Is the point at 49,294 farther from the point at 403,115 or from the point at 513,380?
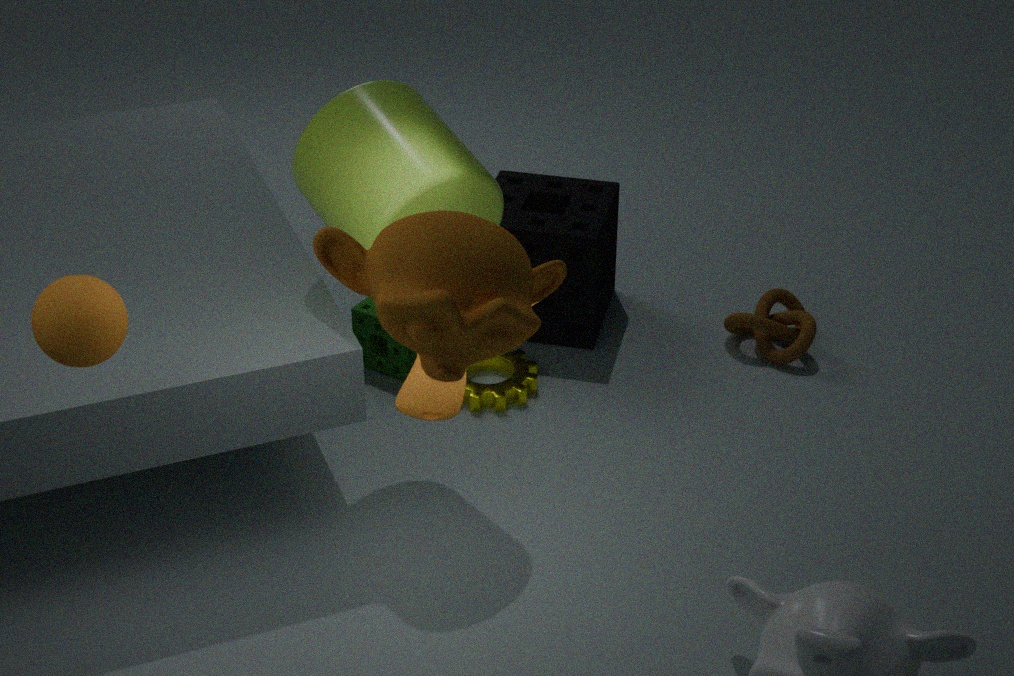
the point at 513,380
